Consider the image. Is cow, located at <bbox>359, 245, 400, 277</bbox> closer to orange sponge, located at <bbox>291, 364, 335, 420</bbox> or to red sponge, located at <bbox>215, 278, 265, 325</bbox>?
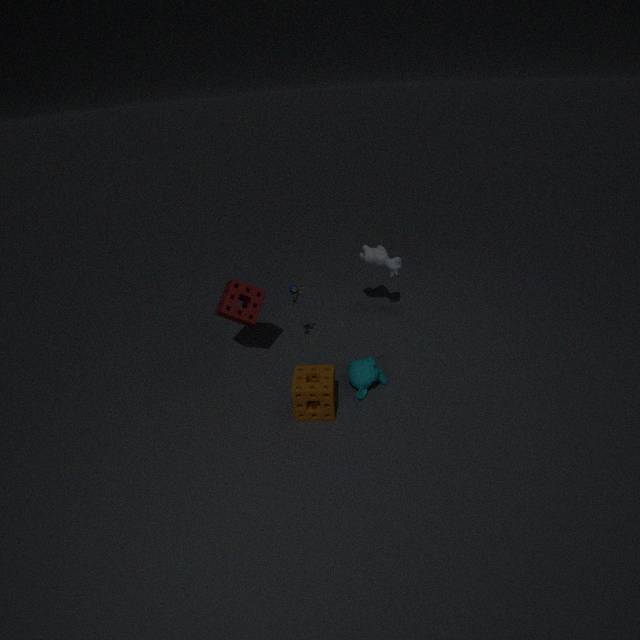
red sponge, located at <bbox>215, 278, 265, 325</bbox>
